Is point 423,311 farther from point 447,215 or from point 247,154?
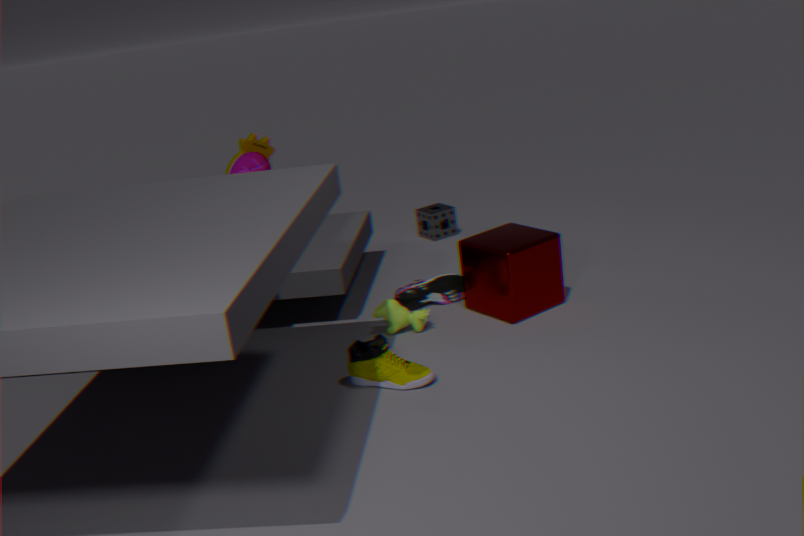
point 447,215
